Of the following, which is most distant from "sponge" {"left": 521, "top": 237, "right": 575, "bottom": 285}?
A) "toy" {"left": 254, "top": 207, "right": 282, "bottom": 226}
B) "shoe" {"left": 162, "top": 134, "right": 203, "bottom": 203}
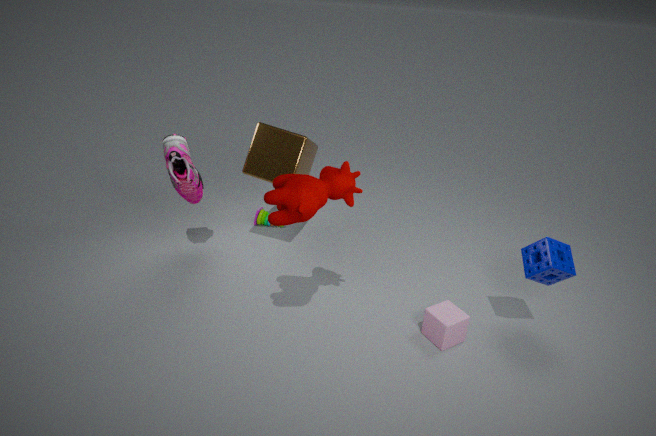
"shoe" {"left": 162, "top": 134, "right": 203, "bottom": 203}
